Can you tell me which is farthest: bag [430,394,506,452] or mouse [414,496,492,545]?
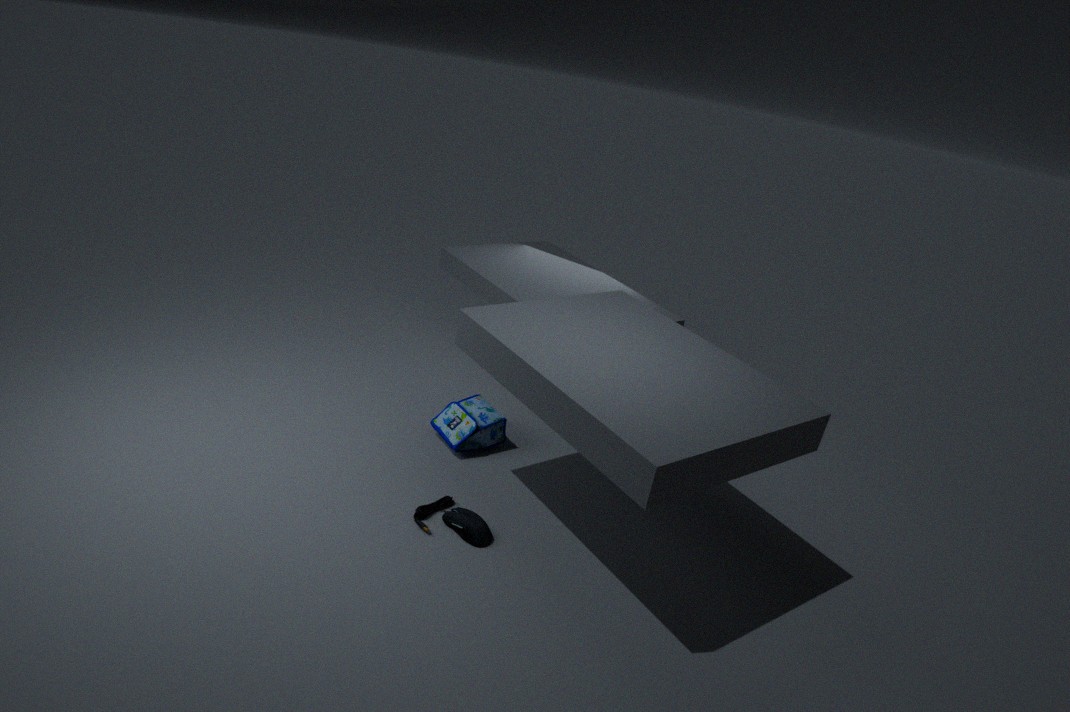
bag [430,394,506,452]
